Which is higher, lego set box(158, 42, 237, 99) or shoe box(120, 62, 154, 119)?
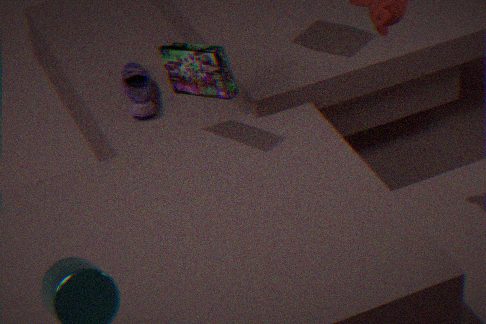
lego set box(158, 42, 237, 99)
